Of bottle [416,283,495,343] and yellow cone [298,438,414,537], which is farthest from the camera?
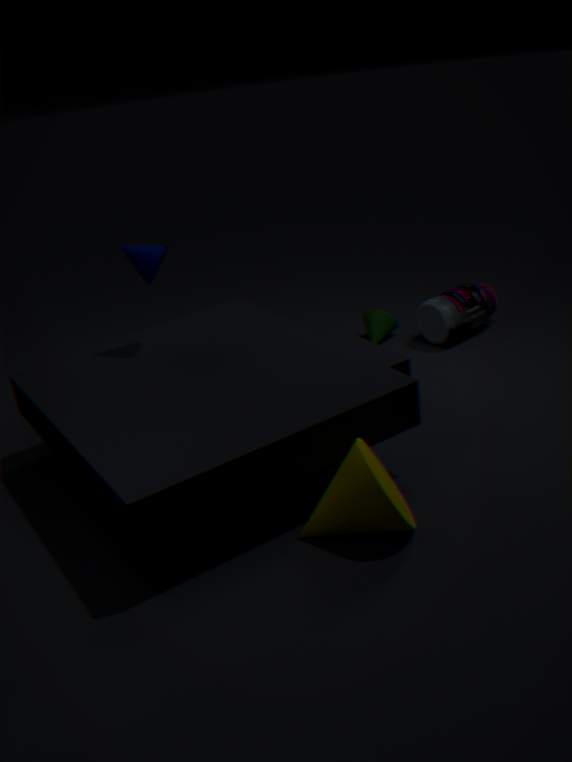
bottle [416,283,495,343]
